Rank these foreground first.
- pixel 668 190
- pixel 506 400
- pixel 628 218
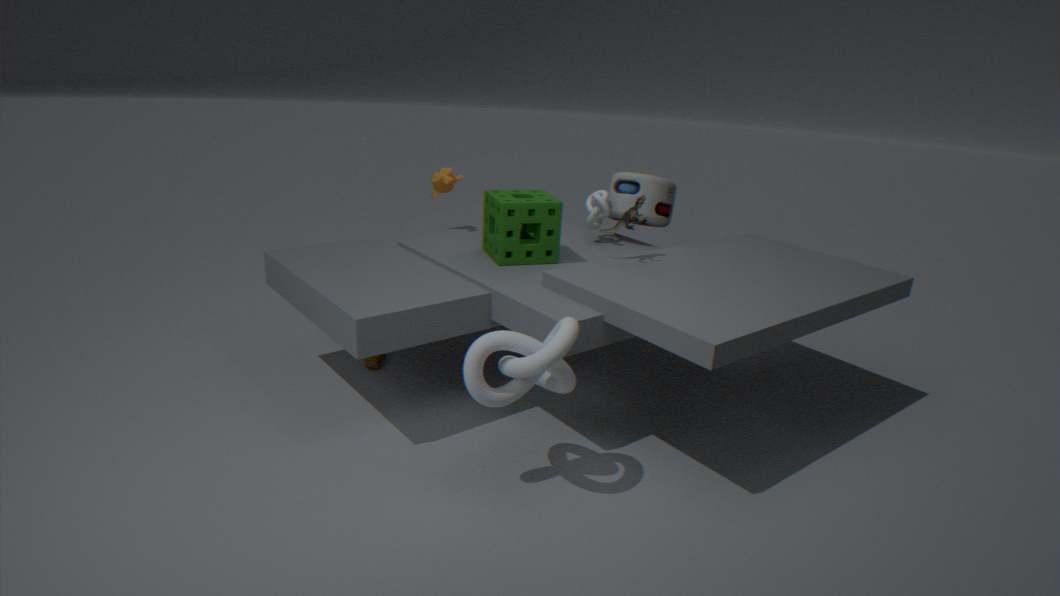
pixel 506 400 → pixel 628 218 → pixel 668 190
